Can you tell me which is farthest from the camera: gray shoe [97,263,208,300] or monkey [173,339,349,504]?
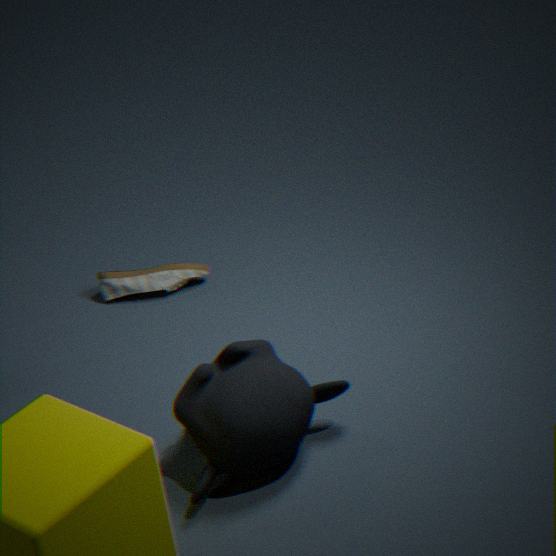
gray shoe [97,263,208,300]
